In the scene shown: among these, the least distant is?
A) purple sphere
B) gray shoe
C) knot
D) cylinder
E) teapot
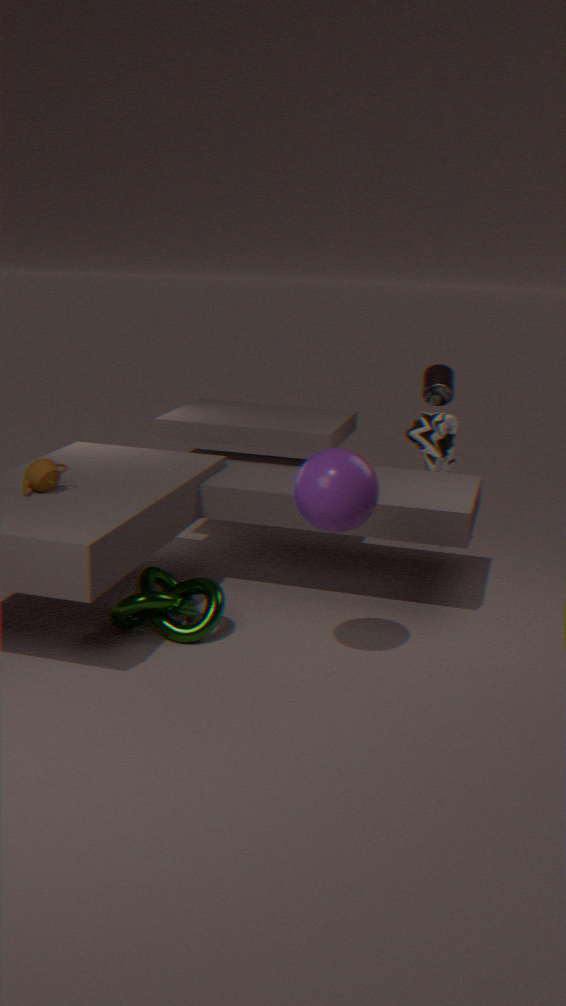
purple sphere
